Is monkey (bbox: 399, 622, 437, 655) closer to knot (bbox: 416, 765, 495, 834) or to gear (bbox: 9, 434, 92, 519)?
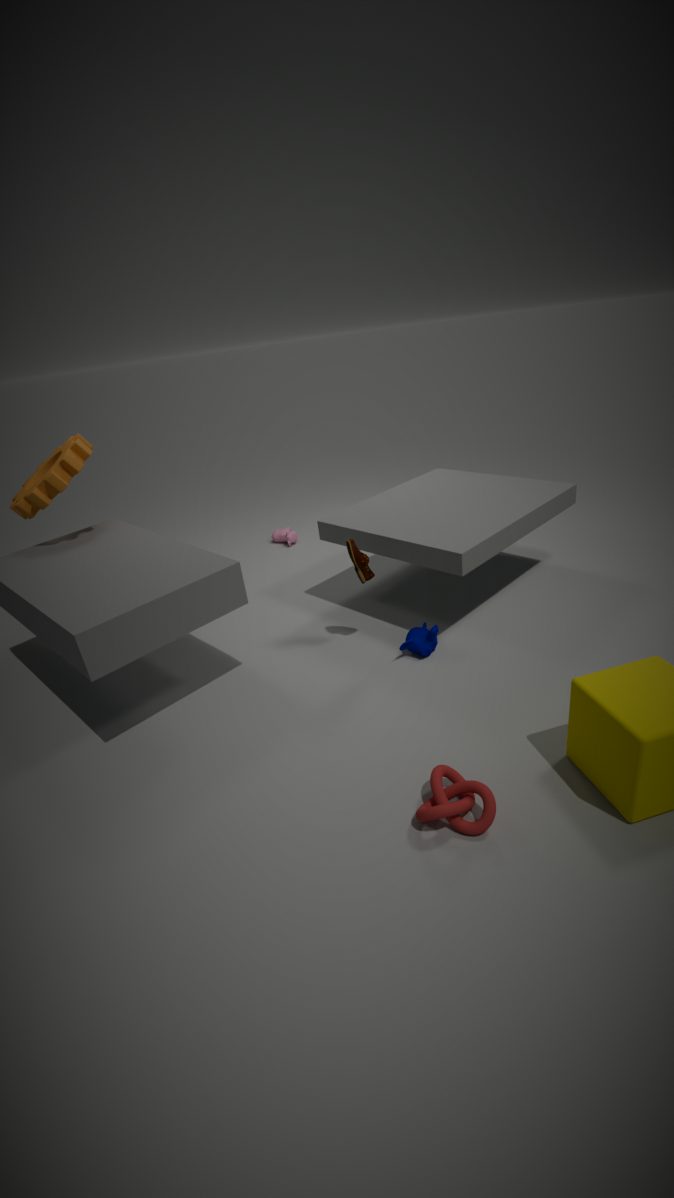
knot (bbox: 416, 765, 495, 834)
